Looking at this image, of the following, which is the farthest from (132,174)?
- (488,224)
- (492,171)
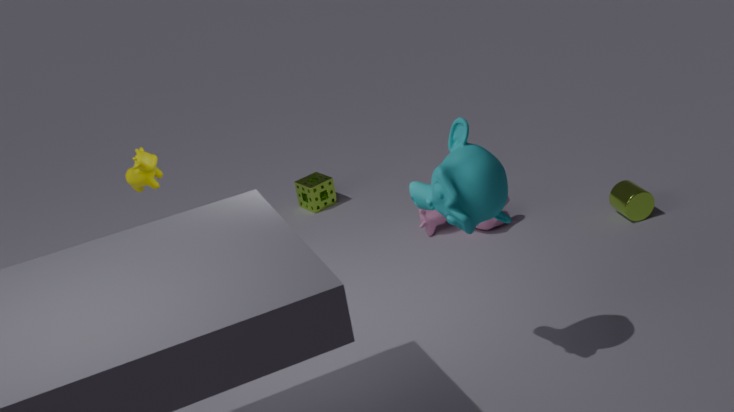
(488,224)
